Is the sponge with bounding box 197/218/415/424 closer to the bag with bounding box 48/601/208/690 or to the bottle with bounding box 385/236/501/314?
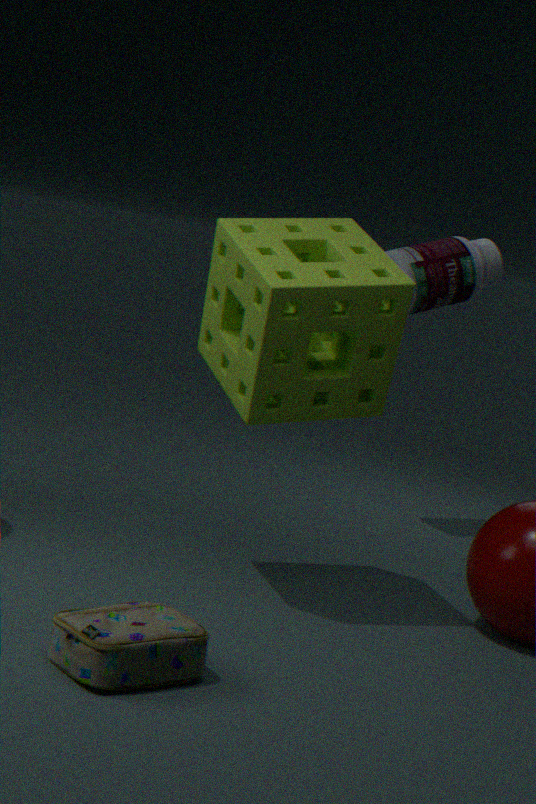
the bag with bounding box 48/601/208/690
